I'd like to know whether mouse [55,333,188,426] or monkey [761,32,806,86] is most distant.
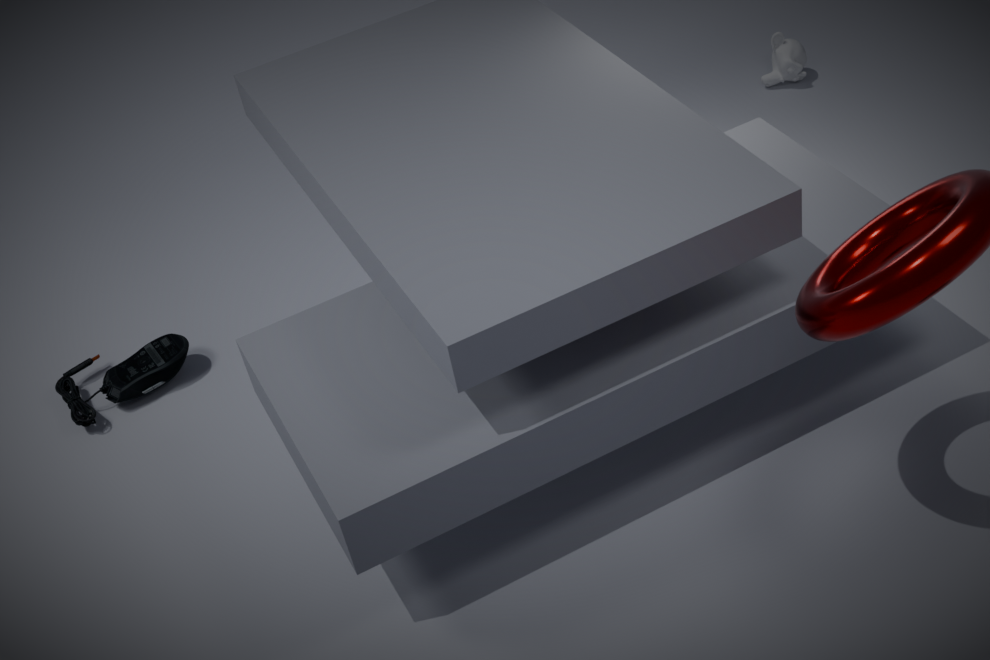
monkey [761,32,806,86]
